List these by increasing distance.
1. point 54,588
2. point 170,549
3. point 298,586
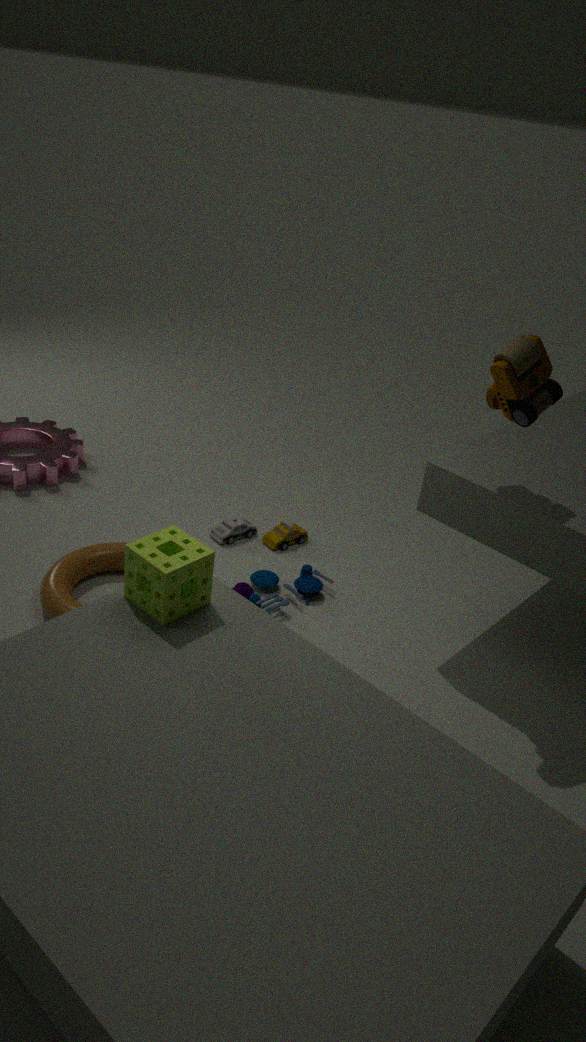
1. point 170,549
2. point 54,588
3. point 298,586
